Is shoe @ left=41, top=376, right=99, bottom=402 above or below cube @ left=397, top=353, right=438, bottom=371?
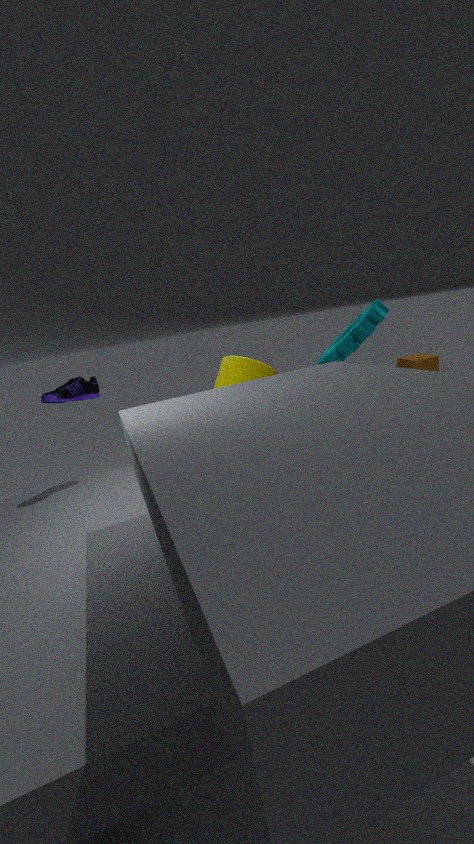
above
